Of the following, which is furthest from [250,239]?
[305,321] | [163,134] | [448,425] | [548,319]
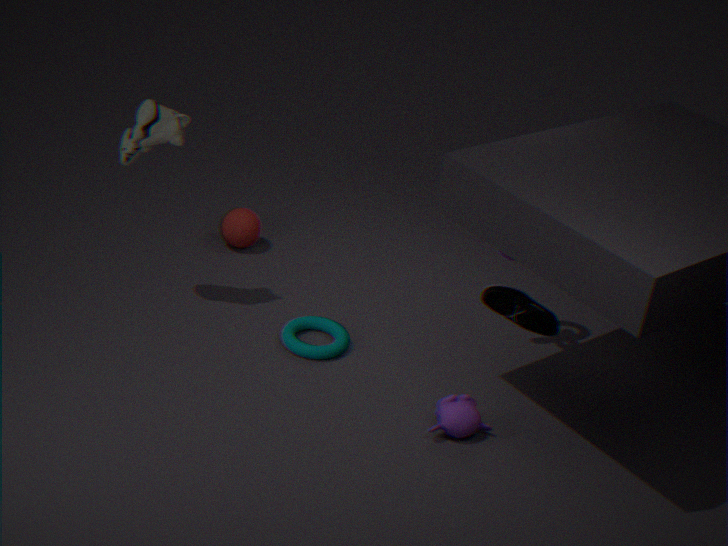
[448,425]
